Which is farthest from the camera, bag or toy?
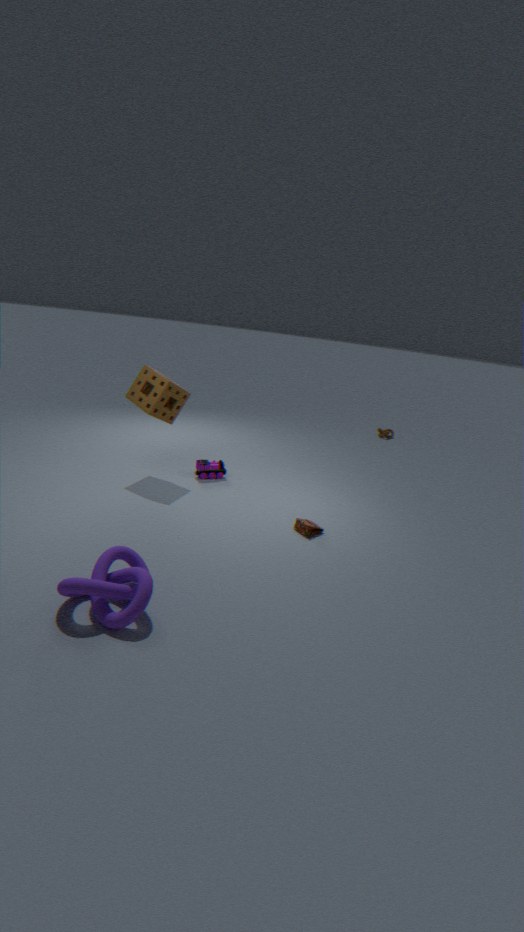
toy
